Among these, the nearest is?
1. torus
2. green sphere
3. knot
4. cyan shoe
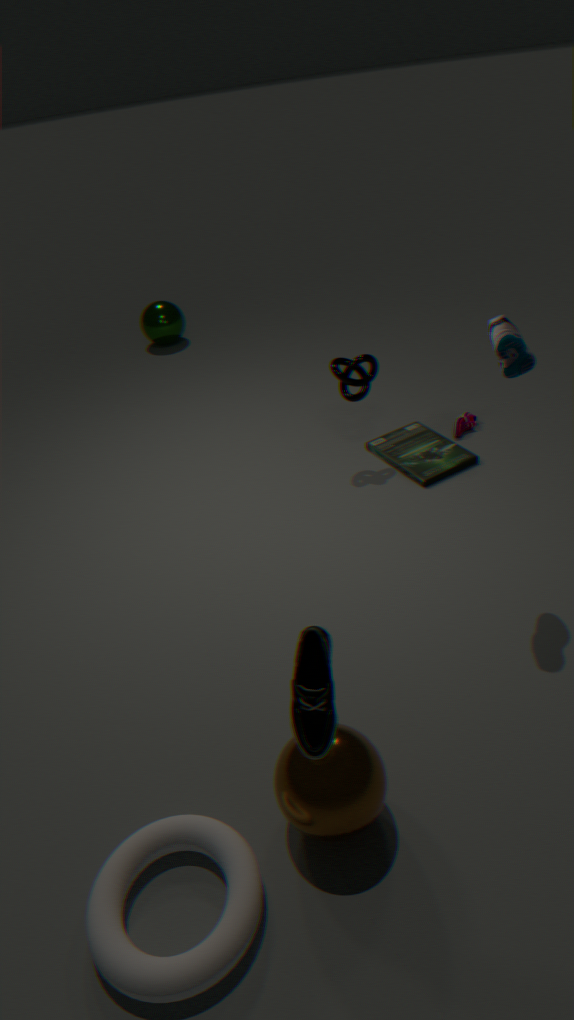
torus
